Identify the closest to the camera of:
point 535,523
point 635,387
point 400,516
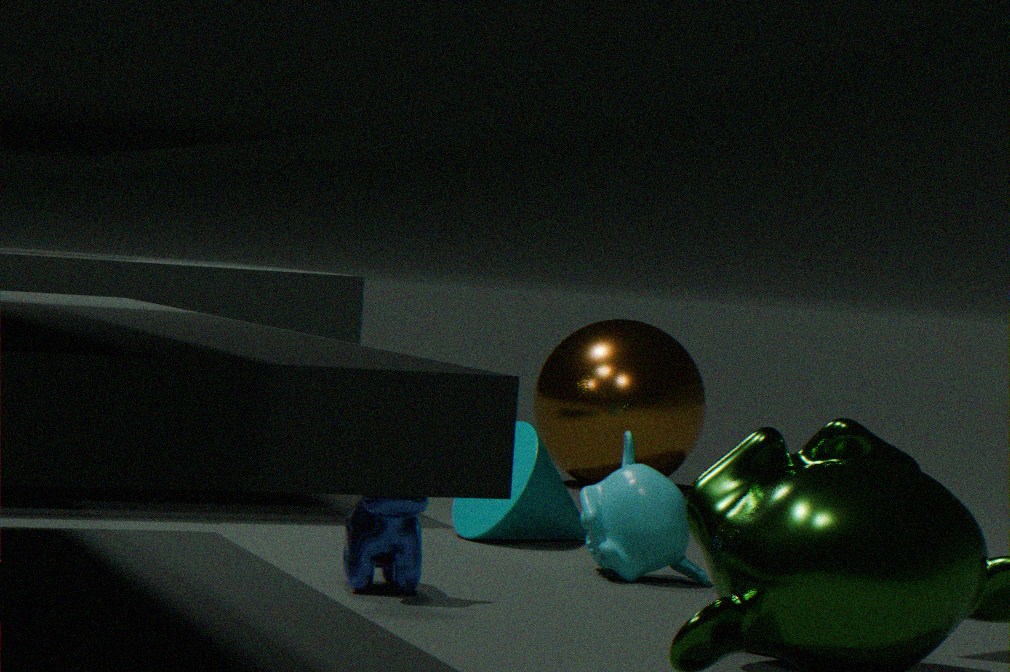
point 400,516
